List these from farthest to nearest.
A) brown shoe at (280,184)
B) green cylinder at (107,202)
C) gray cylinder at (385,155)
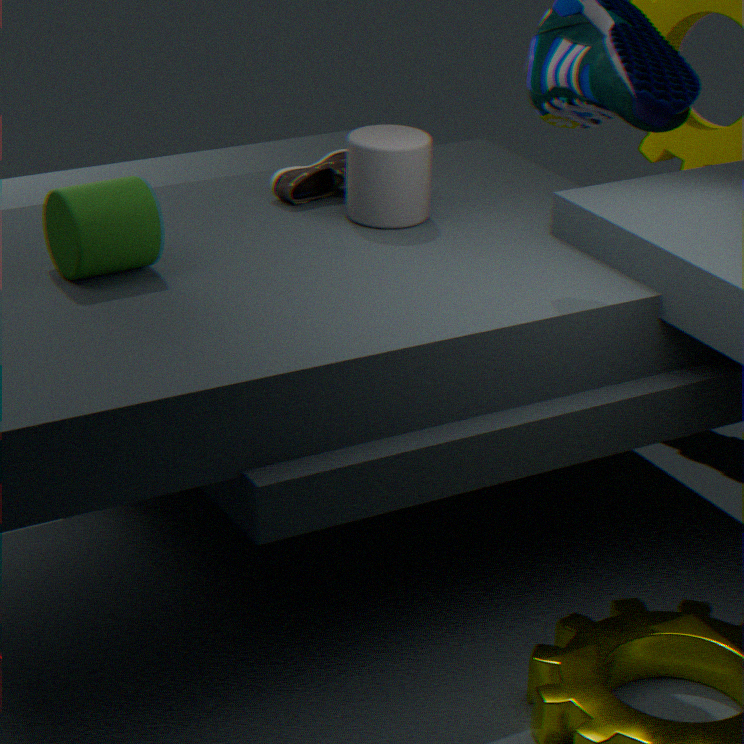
brown shoe at (280,184)
gray cylinder at (385,155)
green cylinder at (107,202)
